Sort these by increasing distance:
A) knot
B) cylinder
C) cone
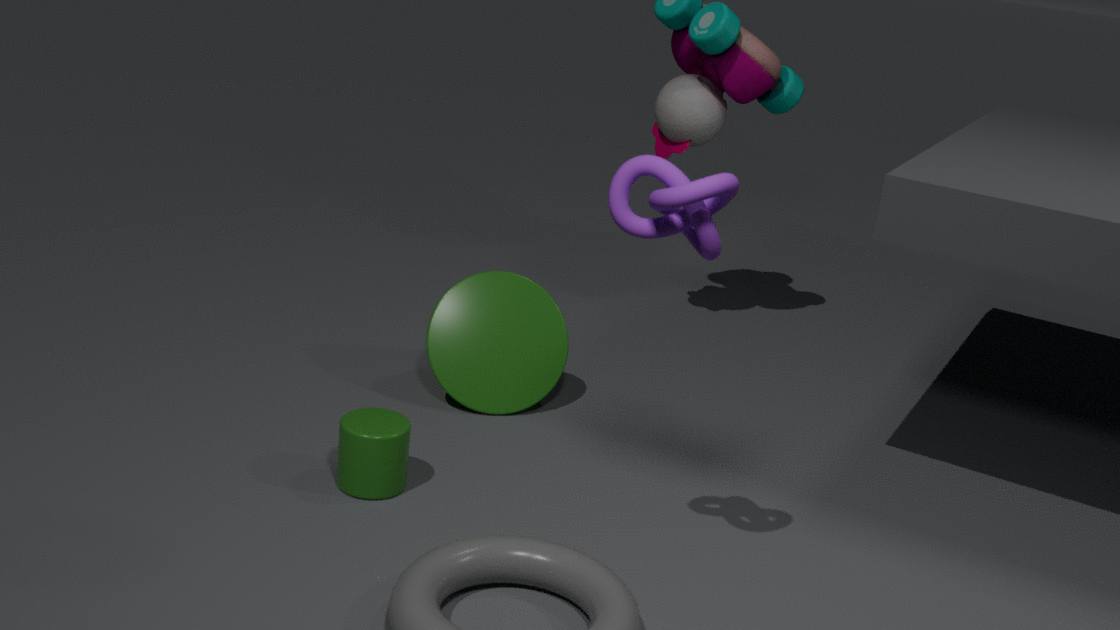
knot
cylinder
cone
